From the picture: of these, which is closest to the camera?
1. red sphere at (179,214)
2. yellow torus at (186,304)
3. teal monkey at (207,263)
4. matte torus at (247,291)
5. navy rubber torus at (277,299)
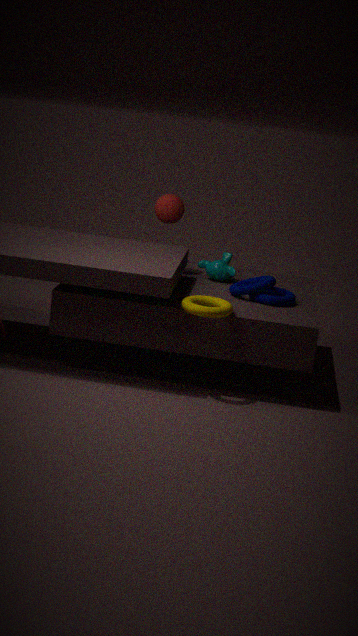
yellow torus at (186,304)
